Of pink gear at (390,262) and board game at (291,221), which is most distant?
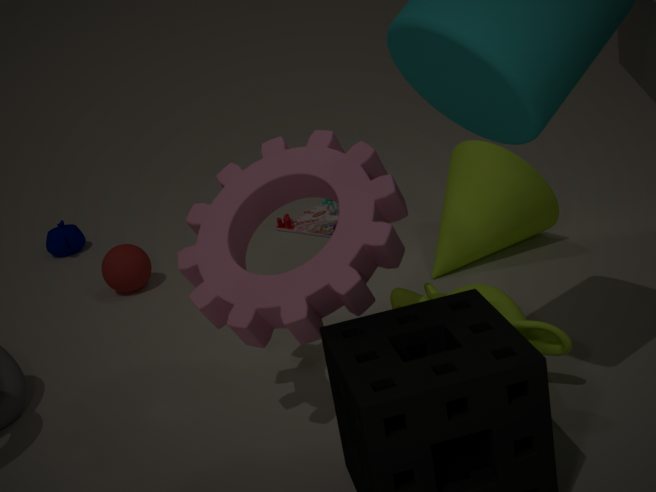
board game at (291,221)
